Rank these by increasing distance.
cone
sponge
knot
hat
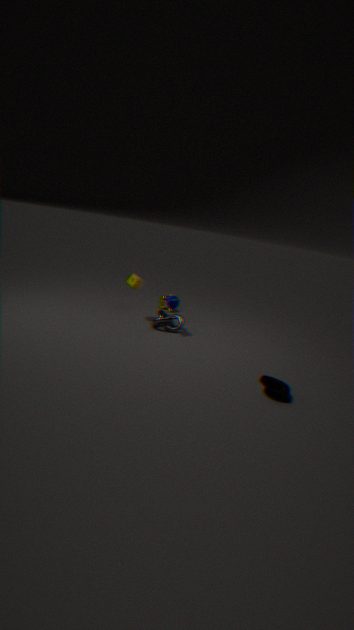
1. hat
2. cone
3. knot
4. sponge
